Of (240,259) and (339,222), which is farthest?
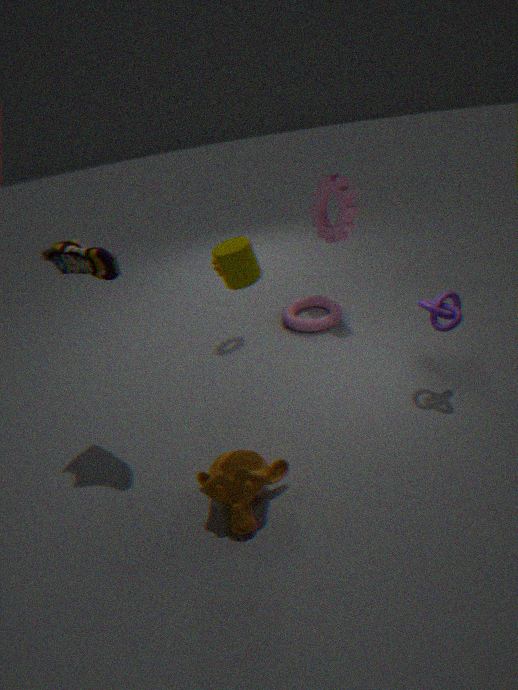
(339,222)
